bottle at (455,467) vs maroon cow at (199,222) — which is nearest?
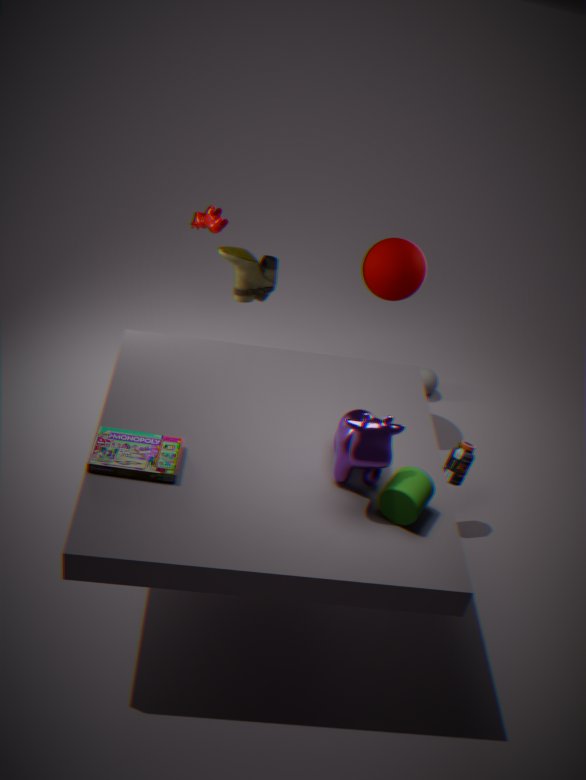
bottle at (455,467)
